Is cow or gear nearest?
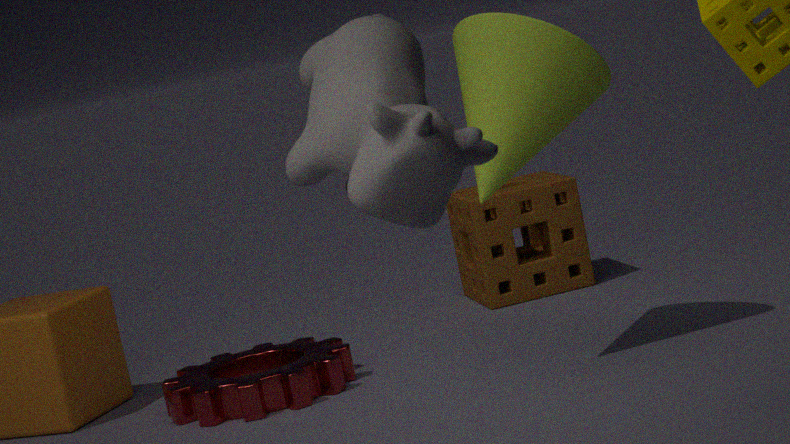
cow
